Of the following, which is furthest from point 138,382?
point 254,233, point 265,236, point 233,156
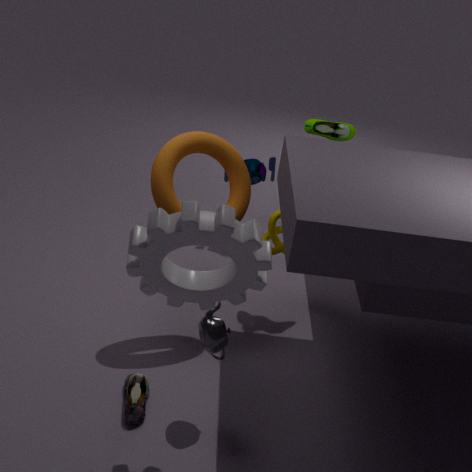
point 265,236
